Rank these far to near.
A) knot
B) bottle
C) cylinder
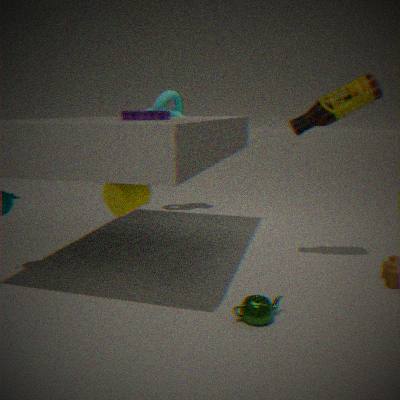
knot → bottle → cylinder
